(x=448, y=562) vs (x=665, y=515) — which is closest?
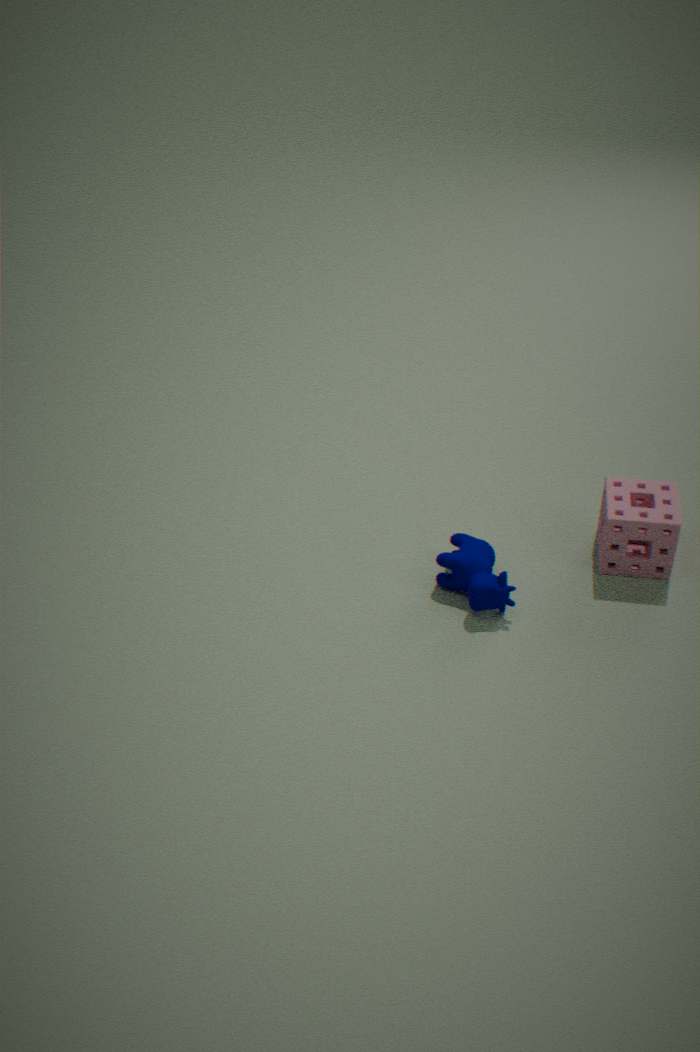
(x=448, y=562)
